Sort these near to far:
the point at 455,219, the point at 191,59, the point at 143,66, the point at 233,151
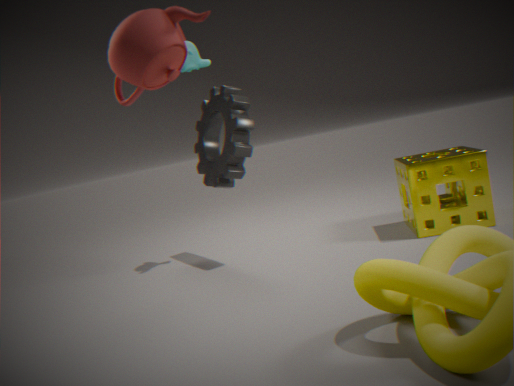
1. the point at 143,66
2. the point at 233,151
3. the point at 455,219
4. the point at 191,59
